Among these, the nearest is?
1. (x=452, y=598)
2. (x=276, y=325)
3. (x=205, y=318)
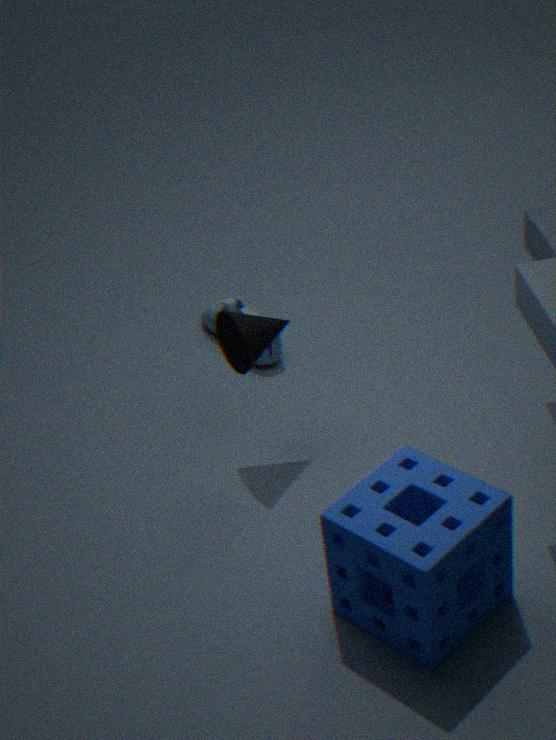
(x=452, y=598)
